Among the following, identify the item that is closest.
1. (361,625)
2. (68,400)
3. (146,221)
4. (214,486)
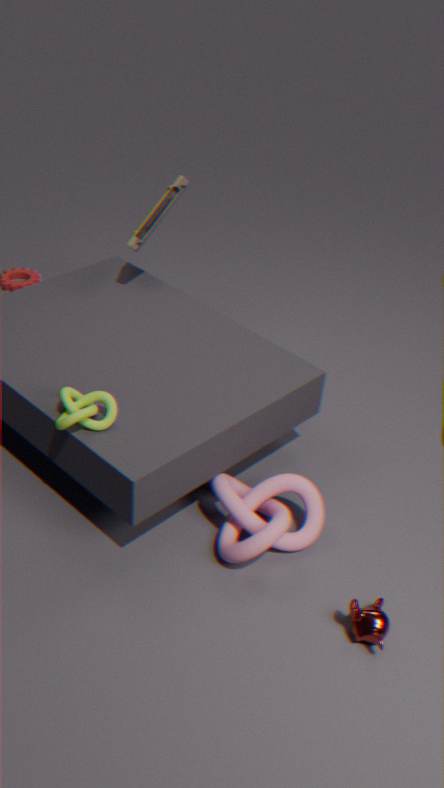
(361,625)
